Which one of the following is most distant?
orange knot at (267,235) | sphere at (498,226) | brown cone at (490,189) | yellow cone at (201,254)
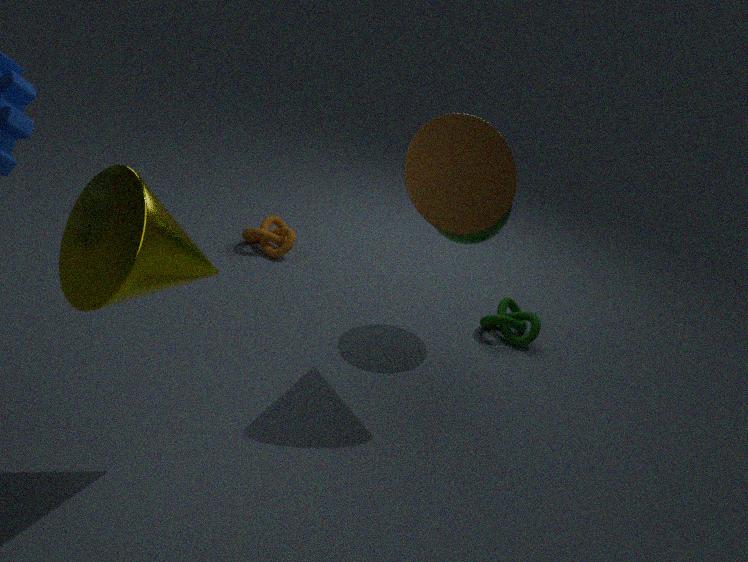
orange knot at (267,235)
